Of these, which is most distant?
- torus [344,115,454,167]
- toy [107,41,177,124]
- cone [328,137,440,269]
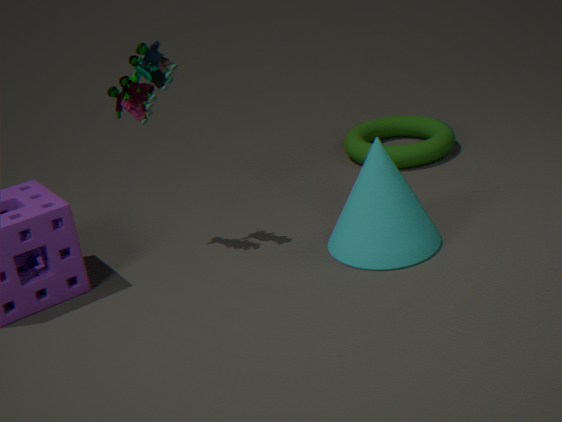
torus [344,115,454,167]
